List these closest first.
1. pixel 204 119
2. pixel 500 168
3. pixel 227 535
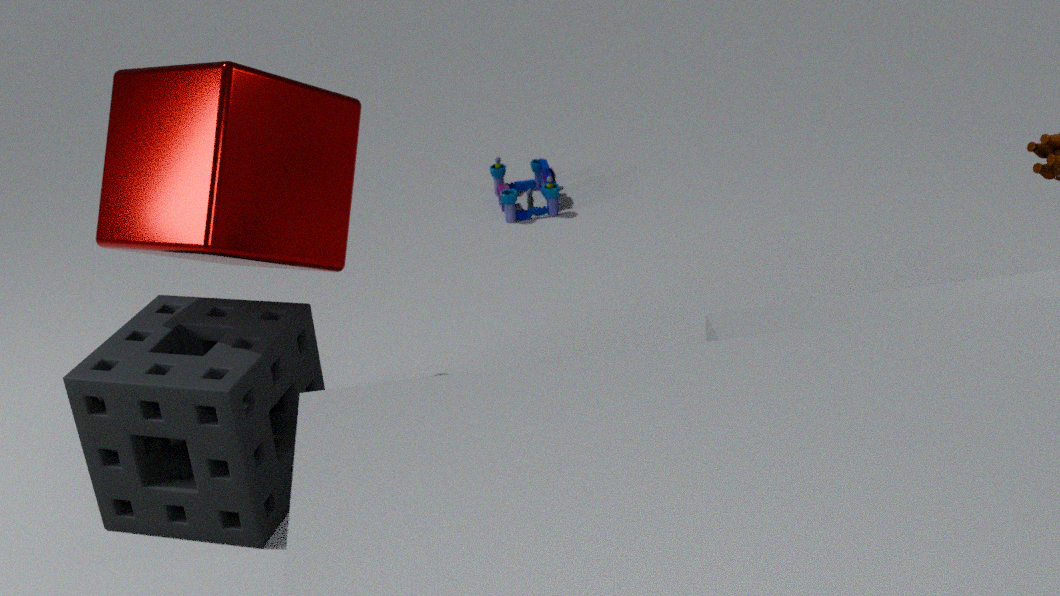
pixel 204 119 < pixel 227 535 < pixel 500 168
